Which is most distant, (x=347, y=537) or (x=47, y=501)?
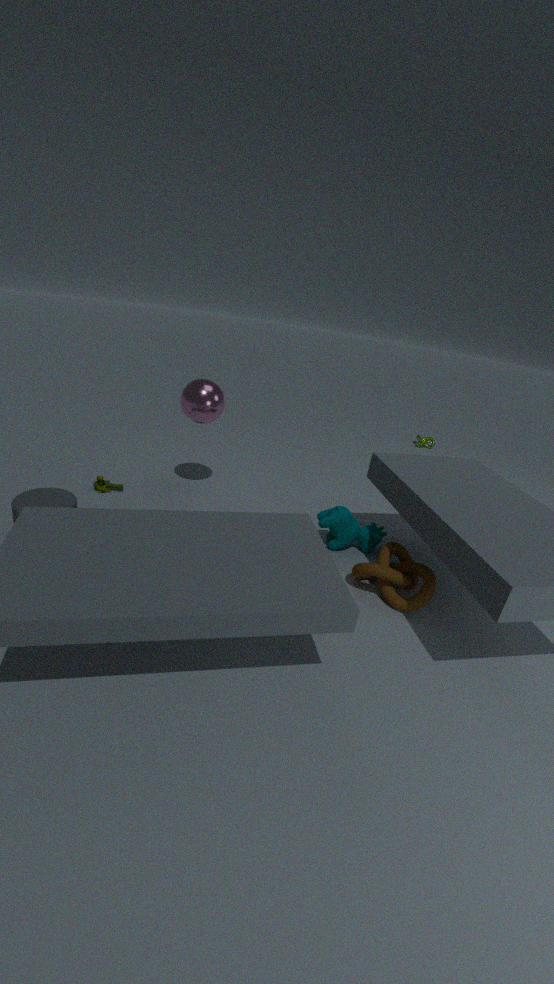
(x=347, y=537)
